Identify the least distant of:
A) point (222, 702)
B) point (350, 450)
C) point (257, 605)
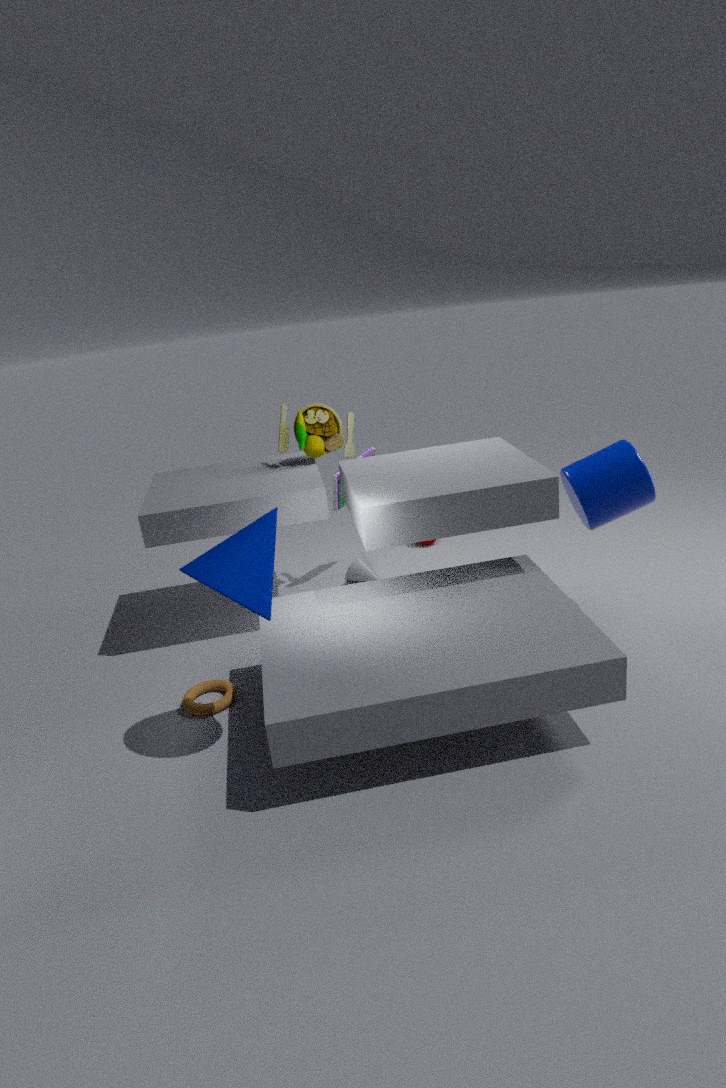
point (257, 605)
